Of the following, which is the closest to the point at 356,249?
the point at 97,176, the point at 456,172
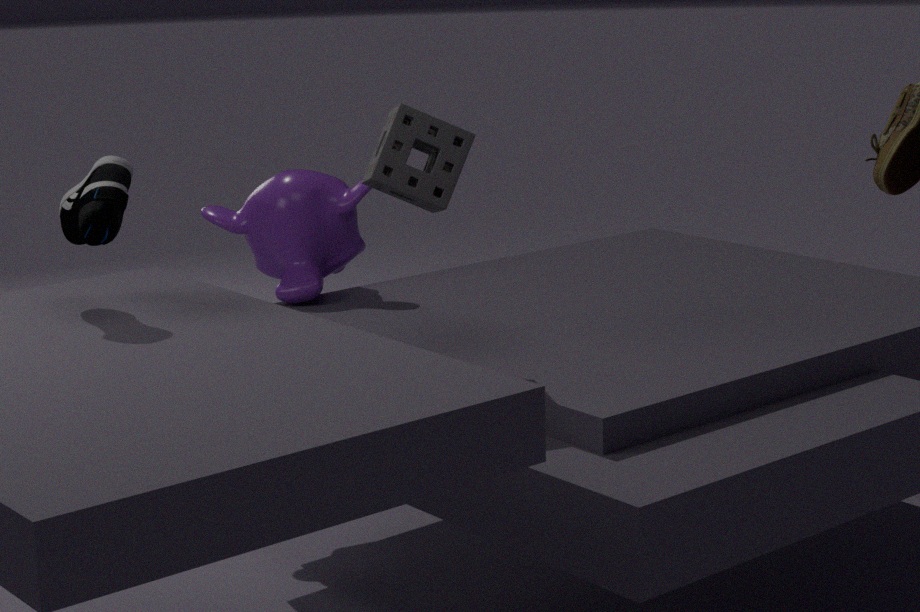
the point at 456,172
